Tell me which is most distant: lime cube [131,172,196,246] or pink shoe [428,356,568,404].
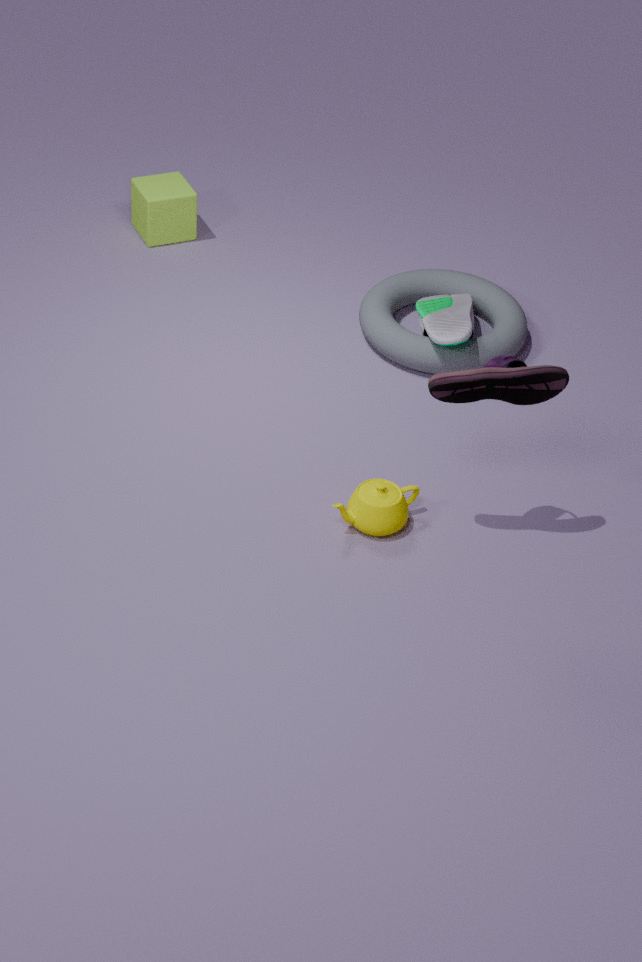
lime cube [131,172,196,246]
